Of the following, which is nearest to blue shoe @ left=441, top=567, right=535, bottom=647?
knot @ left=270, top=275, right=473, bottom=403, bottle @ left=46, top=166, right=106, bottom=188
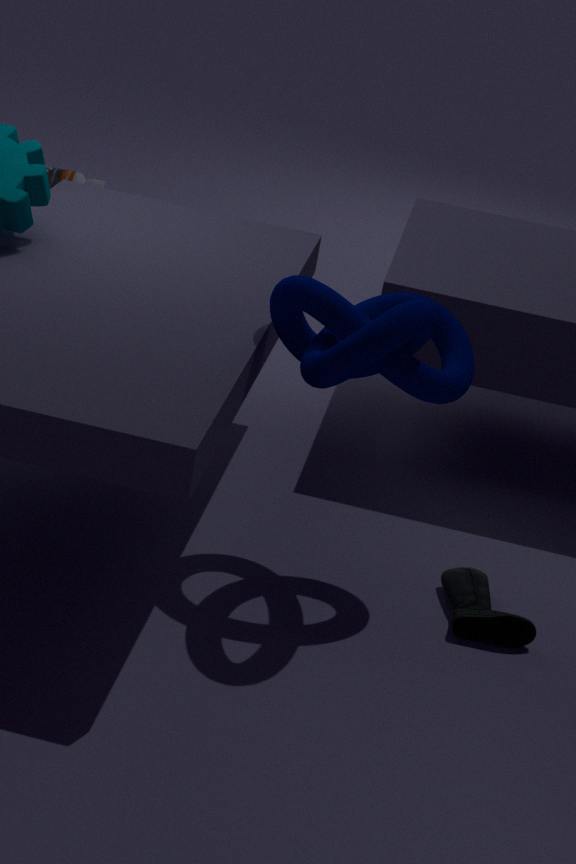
knot @ left=270, top=275, right=473, bottom=403
